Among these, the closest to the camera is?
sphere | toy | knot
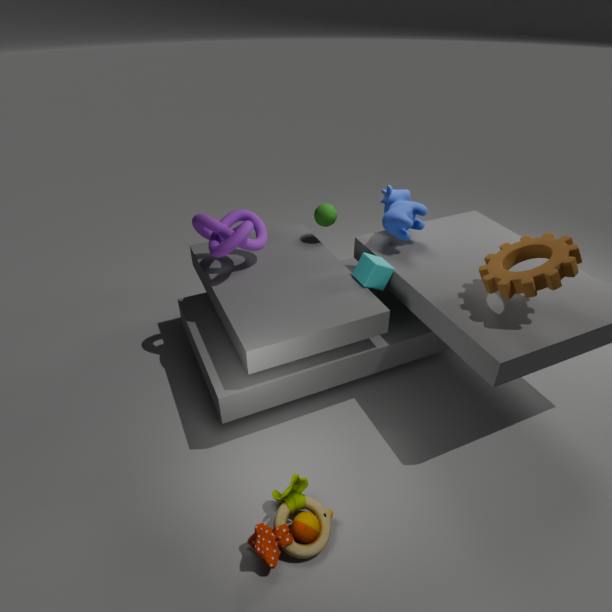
toy
